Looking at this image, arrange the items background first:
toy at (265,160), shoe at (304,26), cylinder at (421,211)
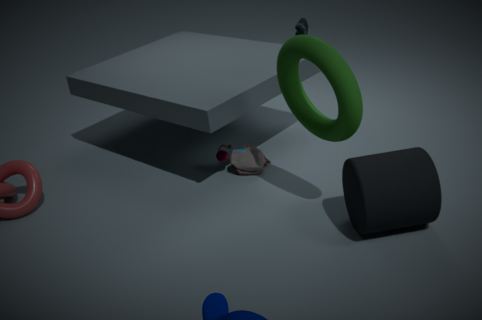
1. toy at (265,160)
2. shoe at (304,26)
3. cylinder at (421,211)
